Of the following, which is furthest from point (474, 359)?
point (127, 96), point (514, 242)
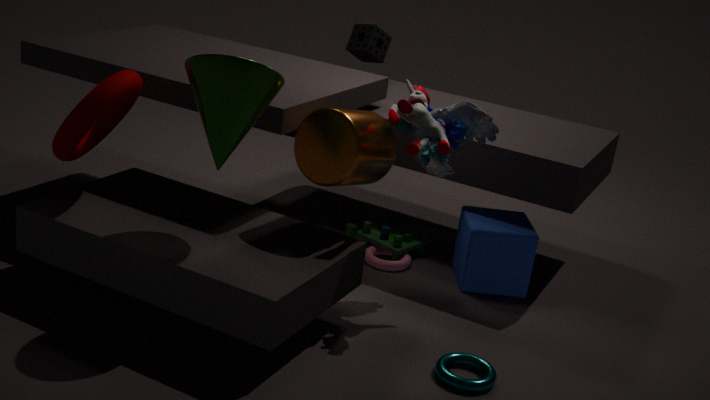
point (127, 96)
